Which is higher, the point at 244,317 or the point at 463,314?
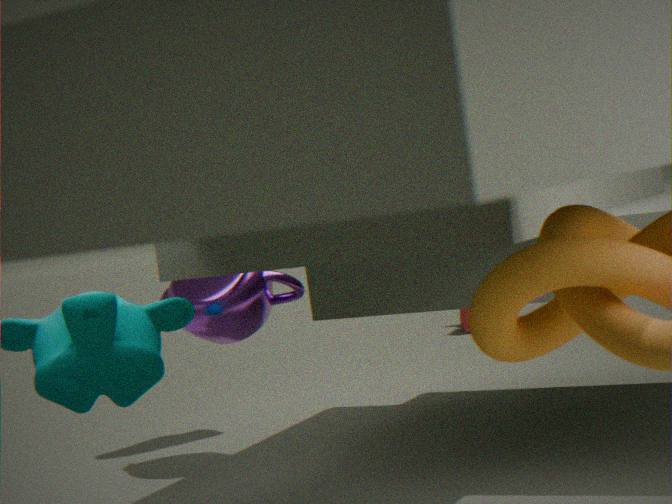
the point at 244,317
